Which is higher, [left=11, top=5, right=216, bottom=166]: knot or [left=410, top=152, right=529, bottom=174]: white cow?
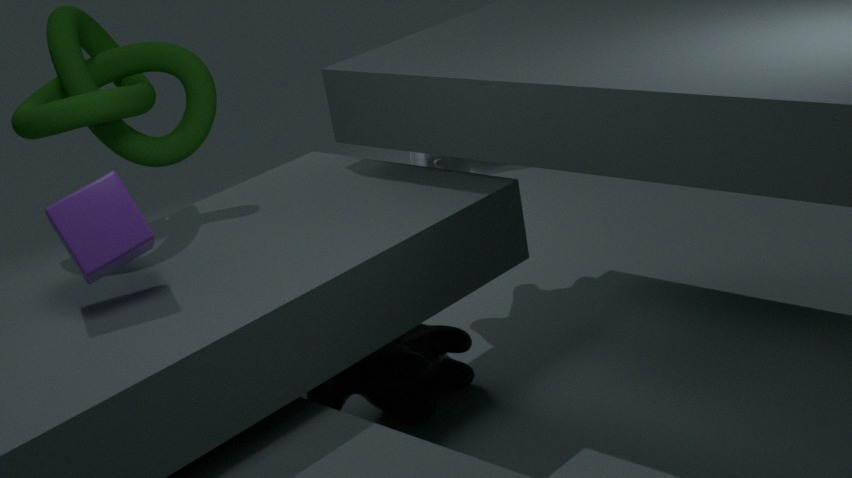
[left=11, top=5, right=216, bottom=166]: knot
